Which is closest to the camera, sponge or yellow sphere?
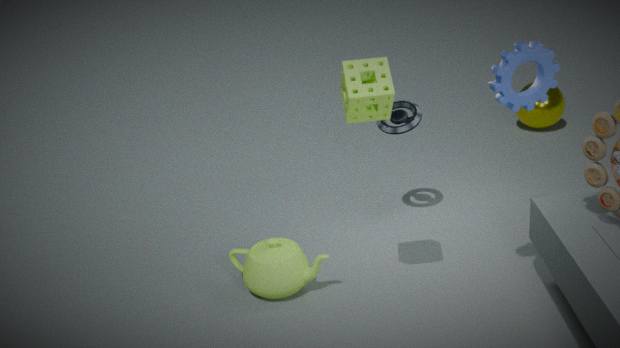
sponge
